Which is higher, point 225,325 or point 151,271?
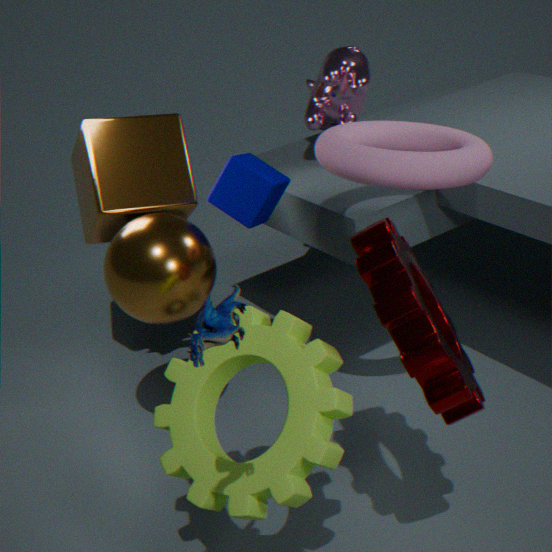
point 225,325
